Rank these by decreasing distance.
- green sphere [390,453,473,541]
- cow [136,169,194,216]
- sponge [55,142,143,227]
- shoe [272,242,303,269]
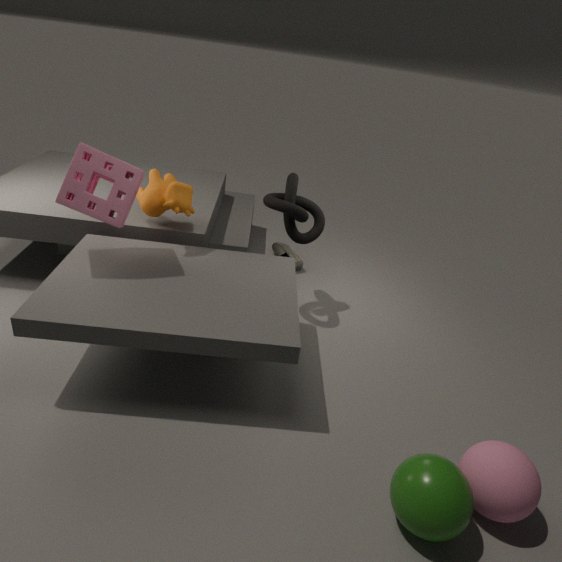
shoe [272,242,303,269] < cow [136,169,194,216] < sponge [55,142,143,227] < green sphere [390,453,473,541]
